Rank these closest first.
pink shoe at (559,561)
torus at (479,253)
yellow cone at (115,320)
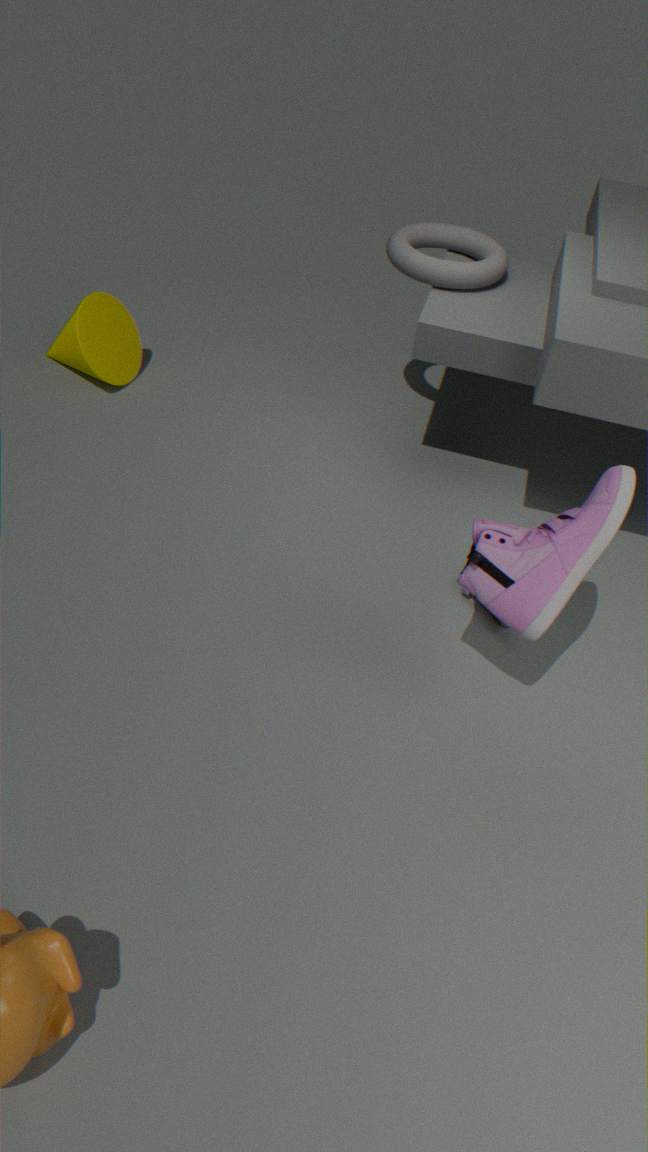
pink shoe at (559,561) → torus at (479,253) → yellow cone at (115,320)
